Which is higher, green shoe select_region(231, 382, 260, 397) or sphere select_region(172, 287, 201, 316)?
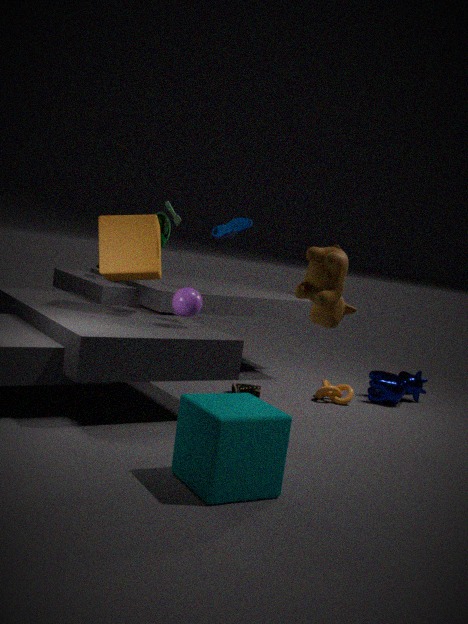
sphere select_region(172, 287, 201, 316)
